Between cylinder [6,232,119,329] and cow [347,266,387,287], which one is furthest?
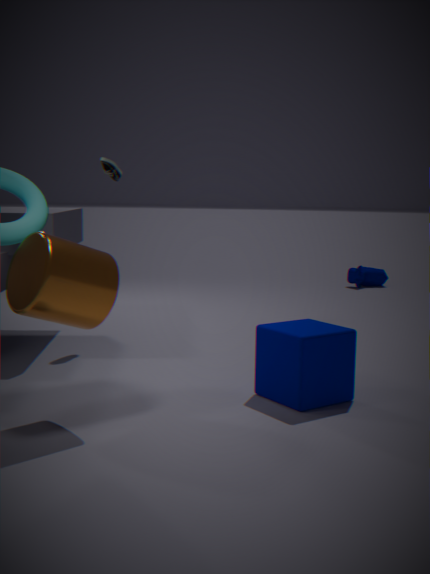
cow [347,266,387,287]
